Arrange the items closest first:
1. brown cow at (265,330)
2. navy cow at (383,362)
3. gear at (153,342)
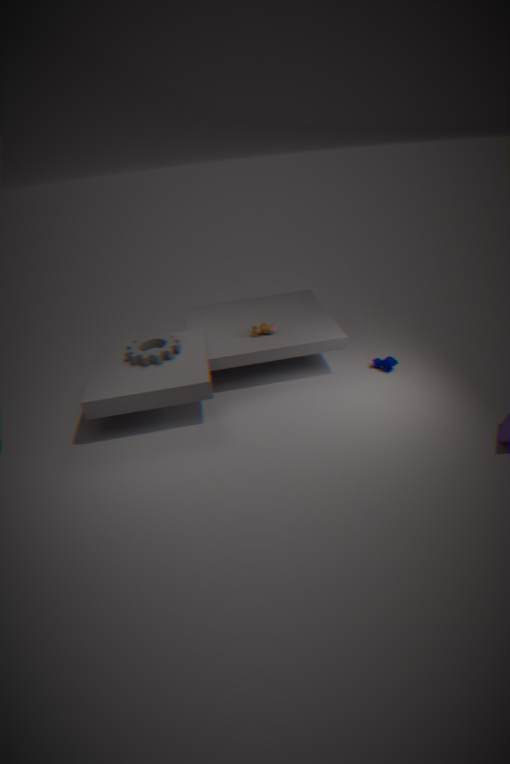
gear at (153,342) → navy cow at (383,362) → brown cow at (265,330)
